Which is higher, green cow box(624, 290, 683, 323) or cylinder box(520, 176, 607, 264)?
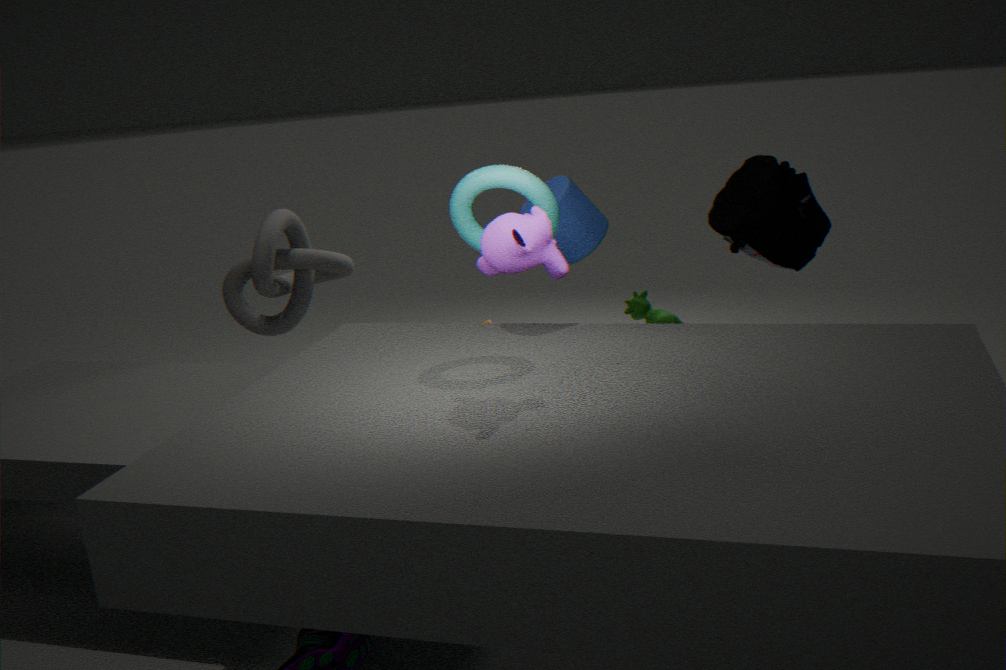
cylinder box(520, 176, 607, 264)
